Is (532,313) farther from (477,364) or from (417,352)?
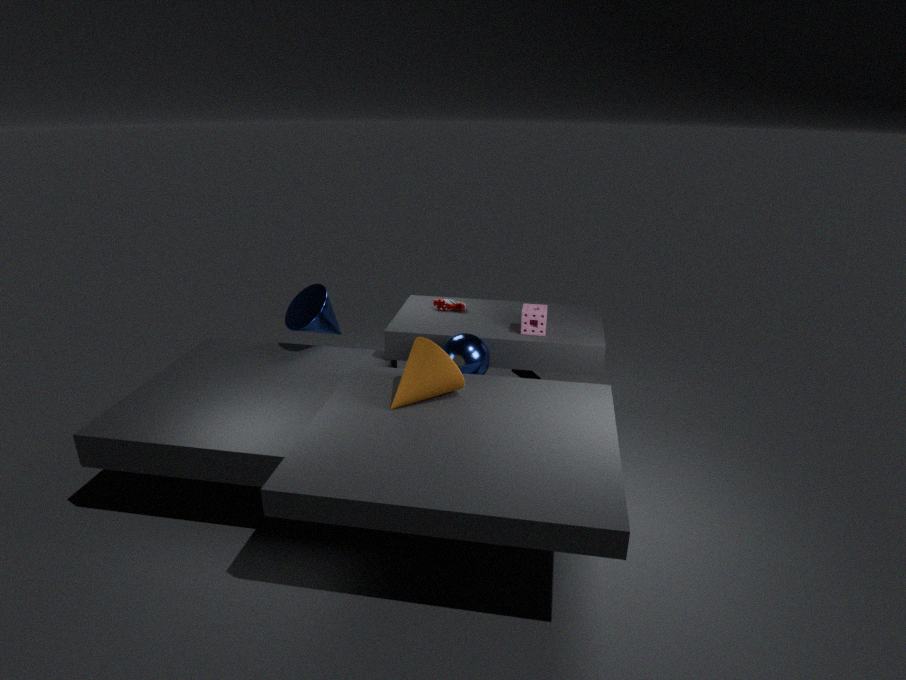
(417,352)
